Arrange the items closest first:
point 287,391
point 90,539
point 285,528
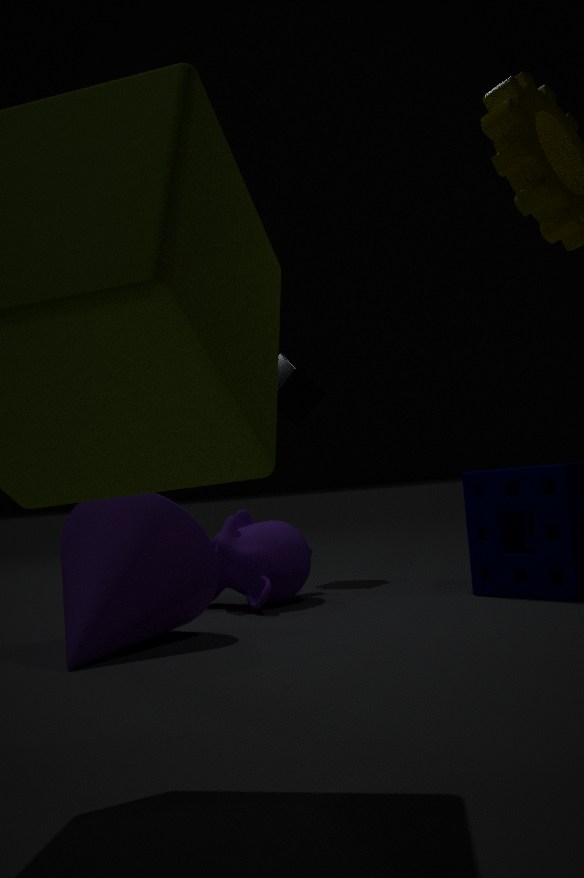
1. point 90,539
2. point 285,528
3. point 287,391
